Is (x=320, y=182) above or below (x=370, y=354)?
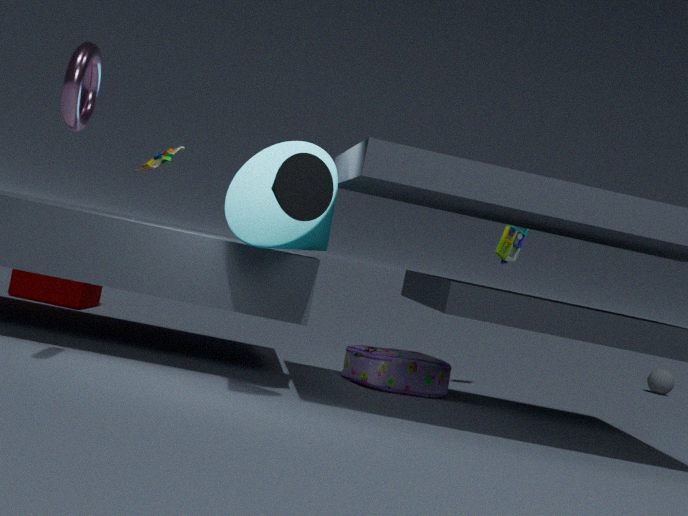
above
